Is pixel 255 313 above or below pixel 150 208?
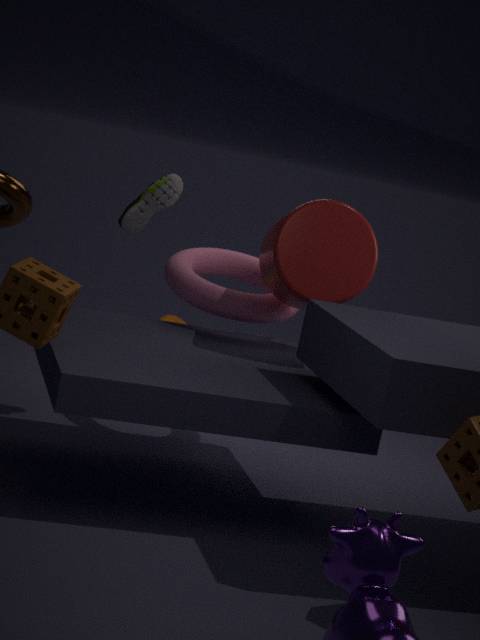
below
